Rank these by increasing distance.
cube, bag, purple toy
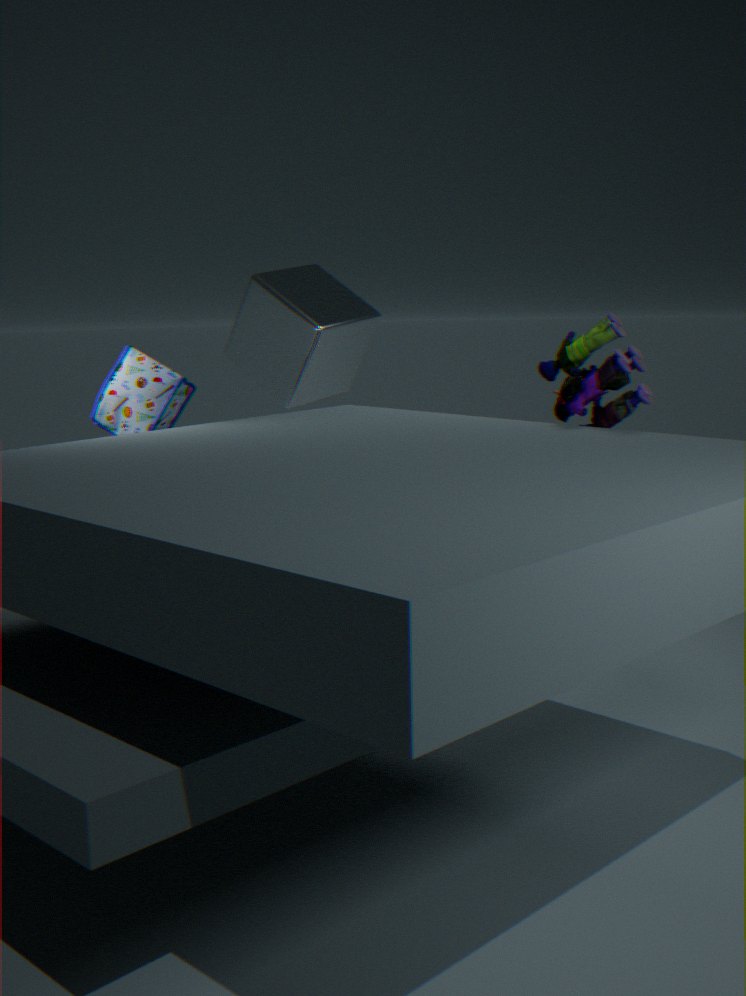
purple toy < bag < cube
